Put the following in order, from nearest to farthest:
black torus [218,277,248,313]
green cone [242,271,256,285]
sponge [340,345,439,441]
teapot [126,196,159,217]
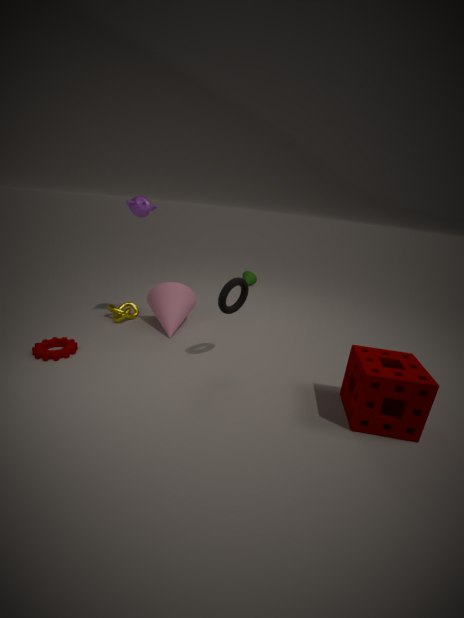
sponge [340,345,439,441], black torus [218,277,248,313], teapot [126,196,159,217], green cone [242,271,256,285]
